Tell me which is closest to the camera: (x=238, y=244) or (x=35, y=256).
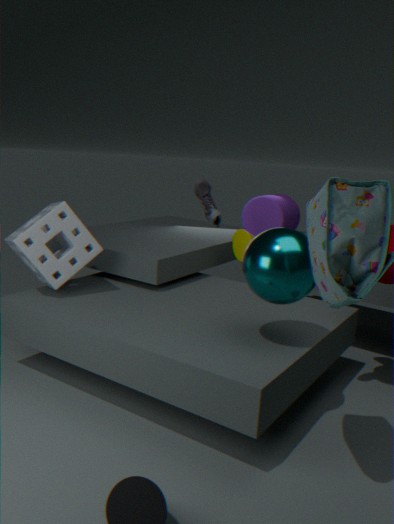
(x=35, y=256)
